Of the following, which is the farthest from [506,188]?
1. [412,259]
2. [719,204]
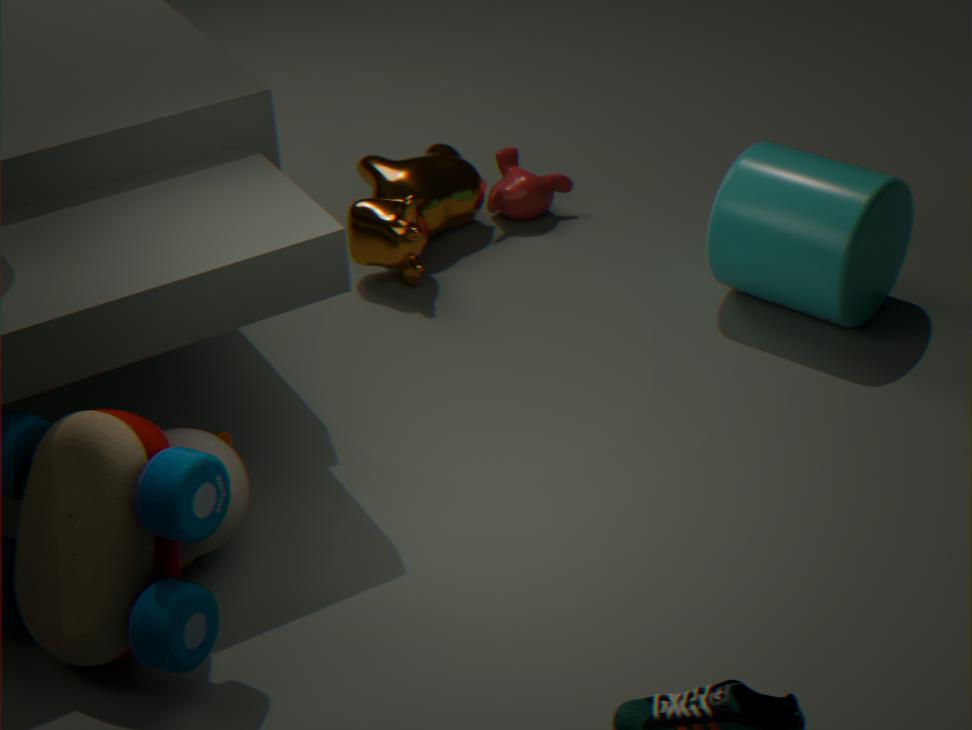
[719,204]
